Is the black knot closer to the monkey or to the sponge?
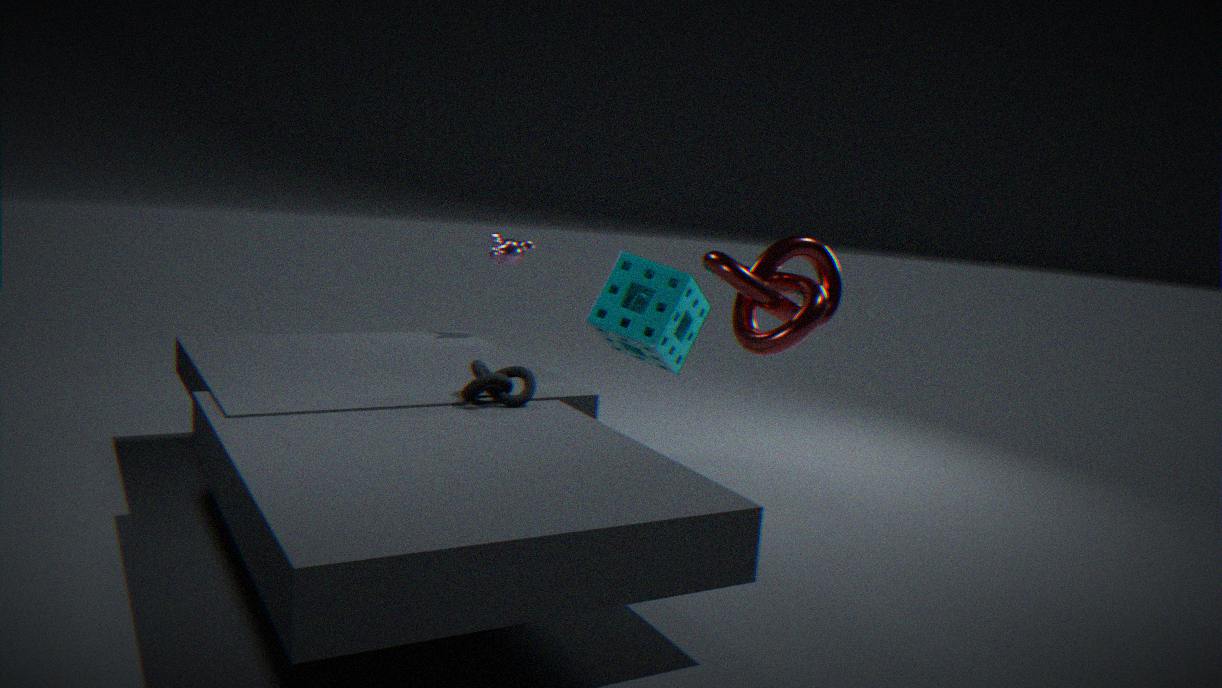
the sponge
